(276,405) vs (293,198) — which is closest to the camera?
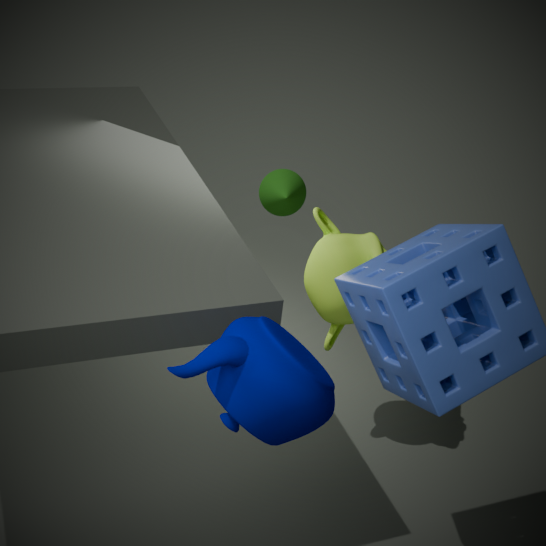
(276,405)
